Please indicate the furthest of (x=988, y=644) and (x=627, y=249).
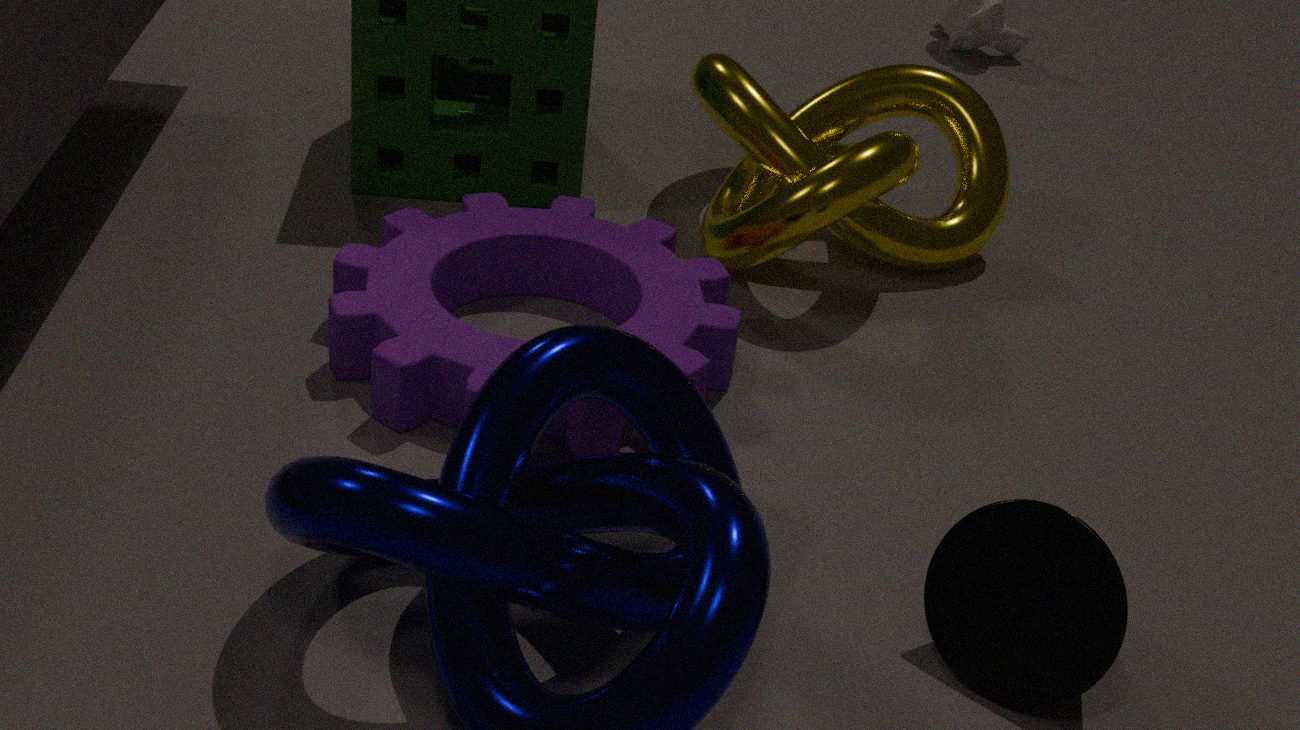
(x=627, y=249)
